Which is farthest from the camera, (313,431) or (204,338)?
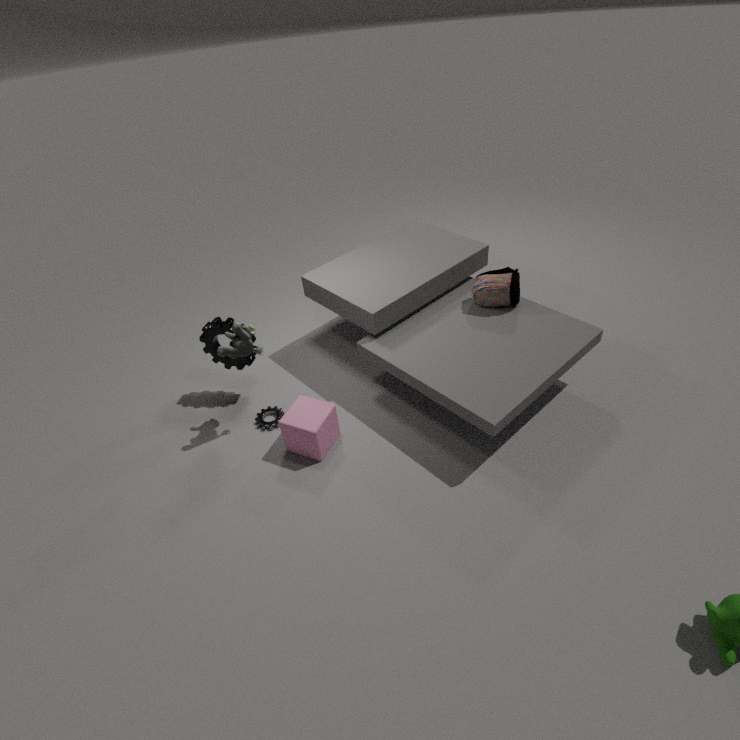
(204,338)
